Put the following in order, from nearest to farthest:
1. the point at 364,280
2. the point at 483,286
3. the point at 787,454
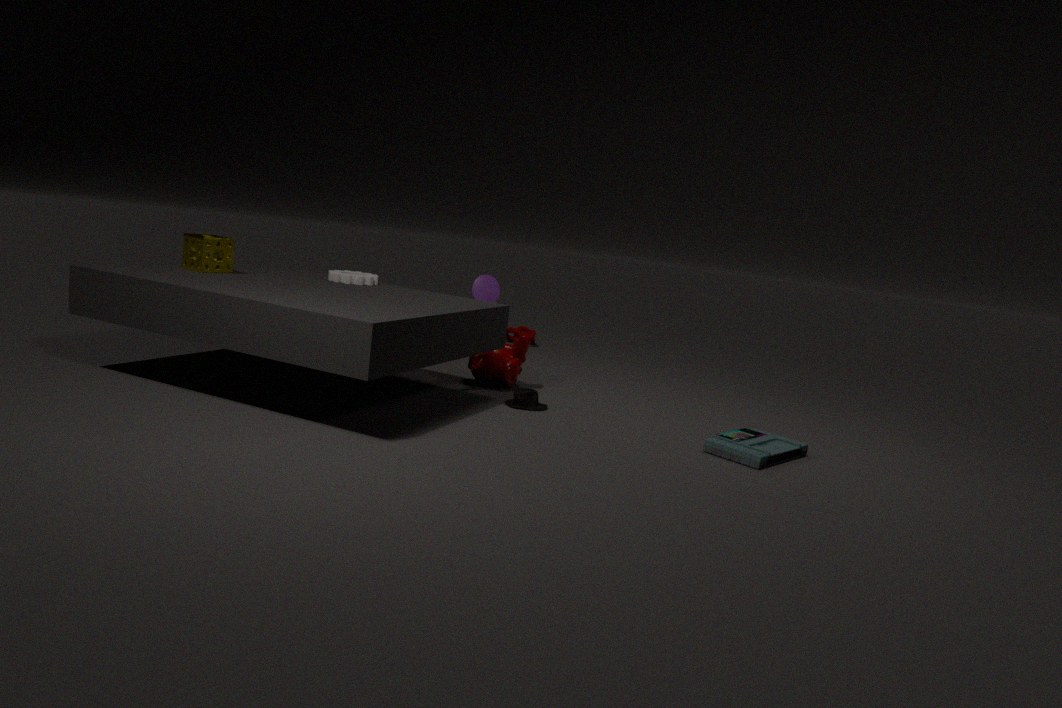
the point at 787,454
the point at 364,280
the point at 483,286
